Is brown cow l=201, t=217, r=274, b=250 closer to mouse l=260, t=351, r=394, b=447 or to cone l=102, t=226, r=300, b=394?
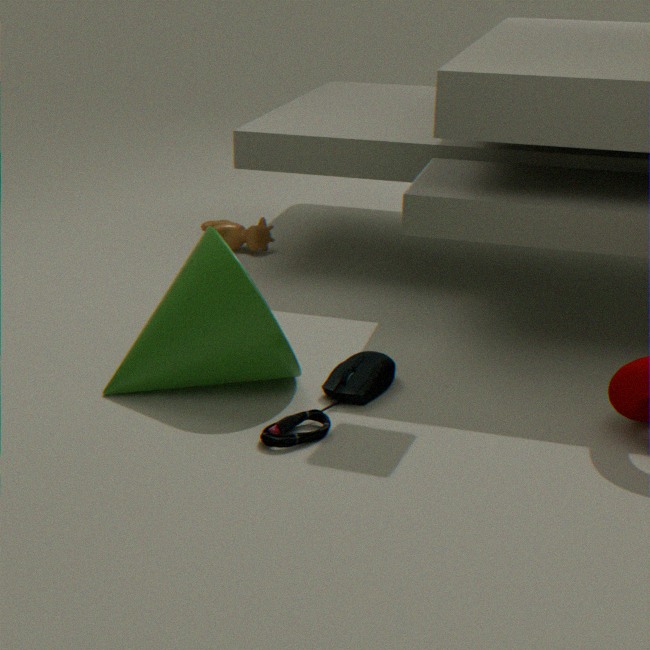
cone l=102, t=226, r=300, b=394
